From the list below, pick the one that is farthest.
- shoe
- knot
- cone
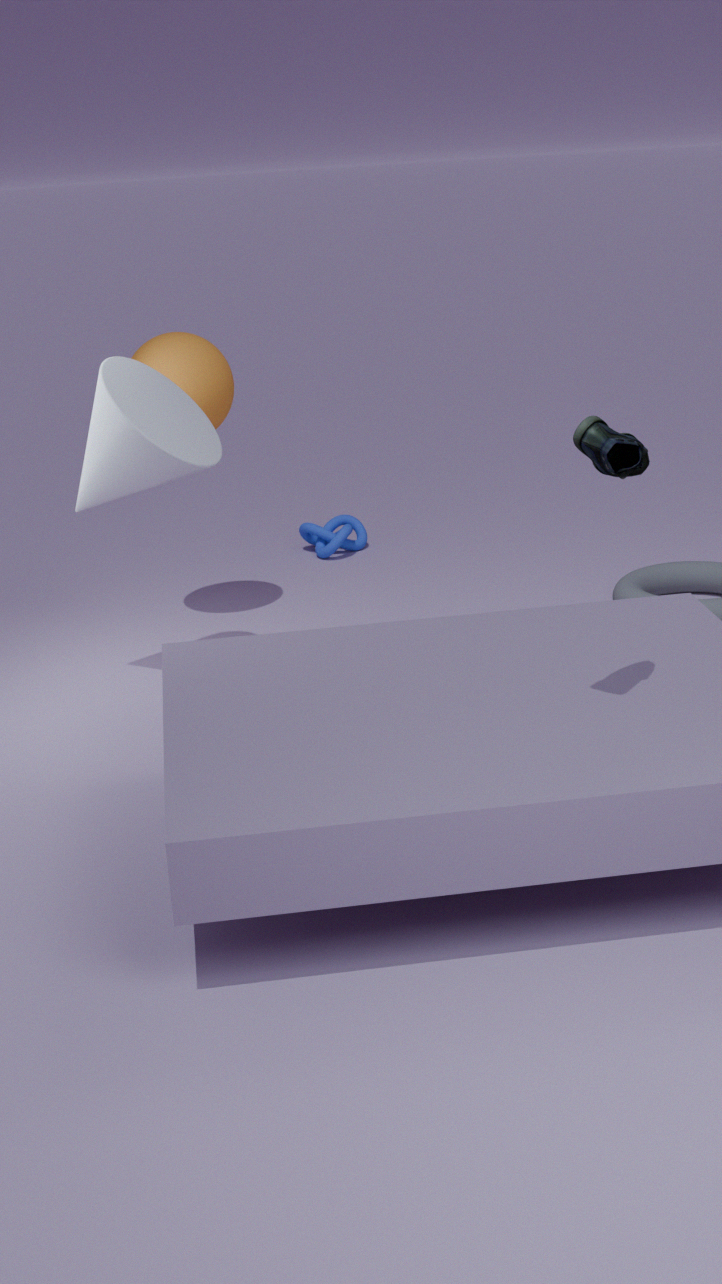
knot
